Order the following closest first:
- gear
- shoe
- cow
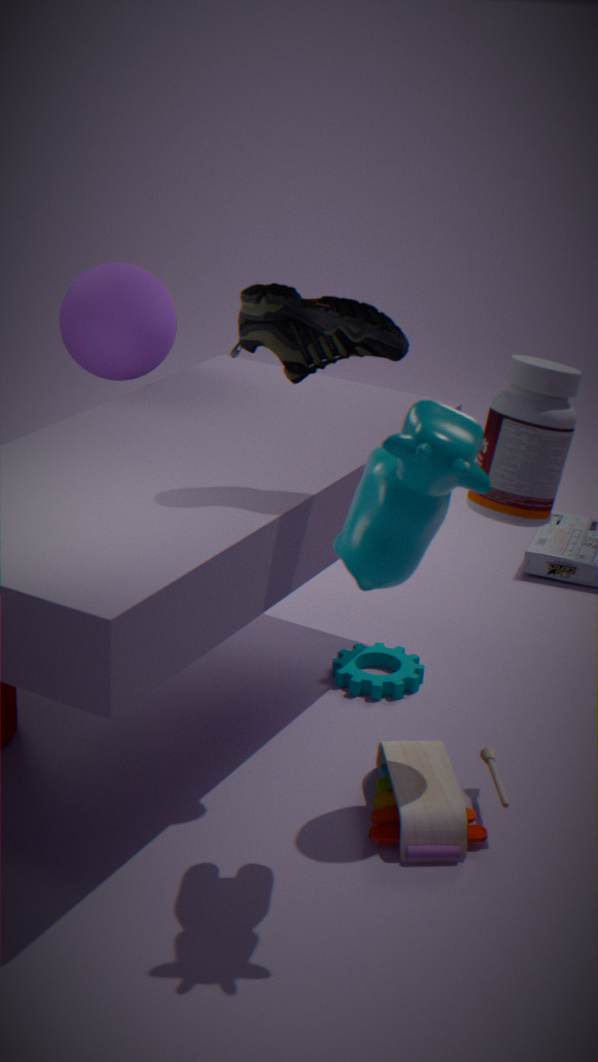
cow → shoe → gear
